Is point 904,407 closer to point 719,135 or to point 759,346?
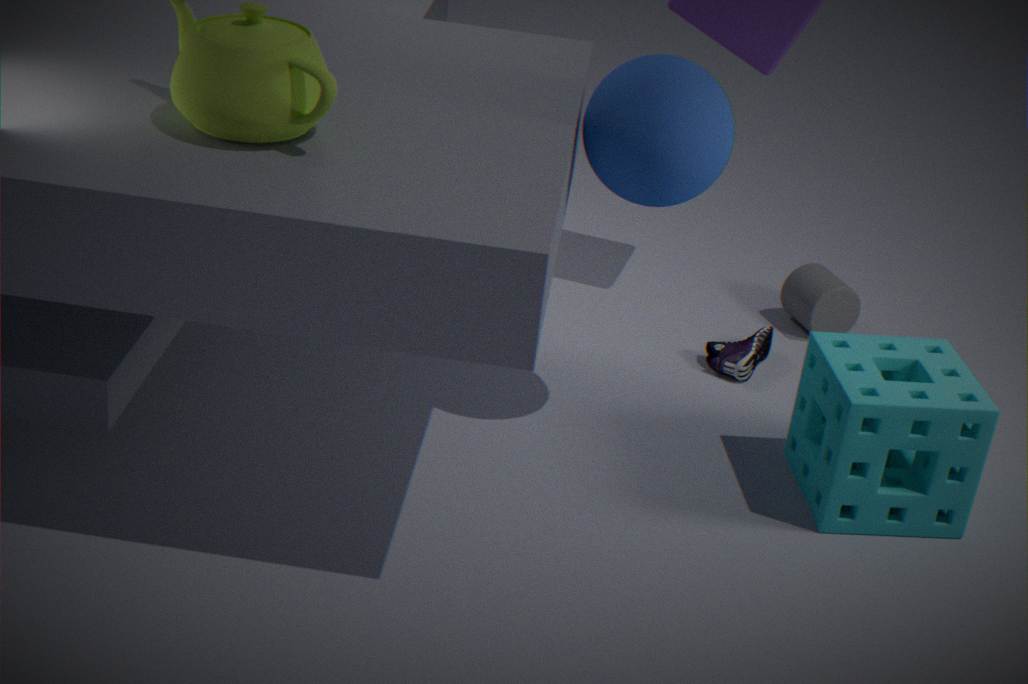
point 759,346
